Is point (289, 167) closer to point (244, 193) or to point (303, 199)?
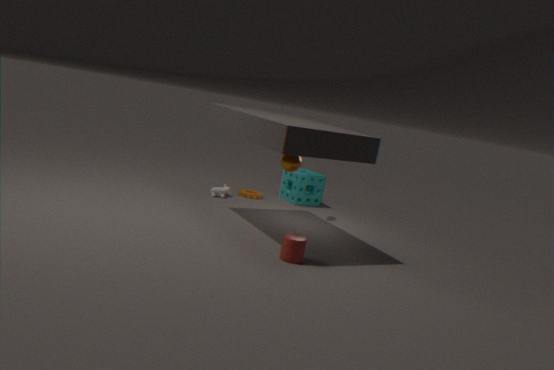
point (244, 193)
